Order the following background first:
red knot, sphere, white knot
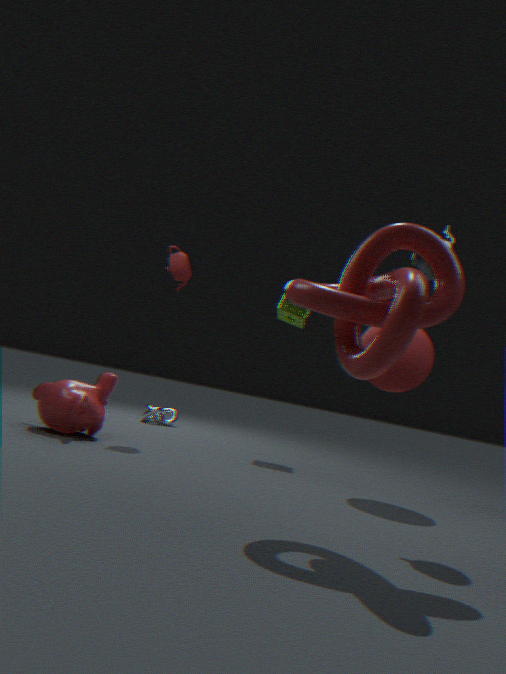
white knot, sphere, red knot
